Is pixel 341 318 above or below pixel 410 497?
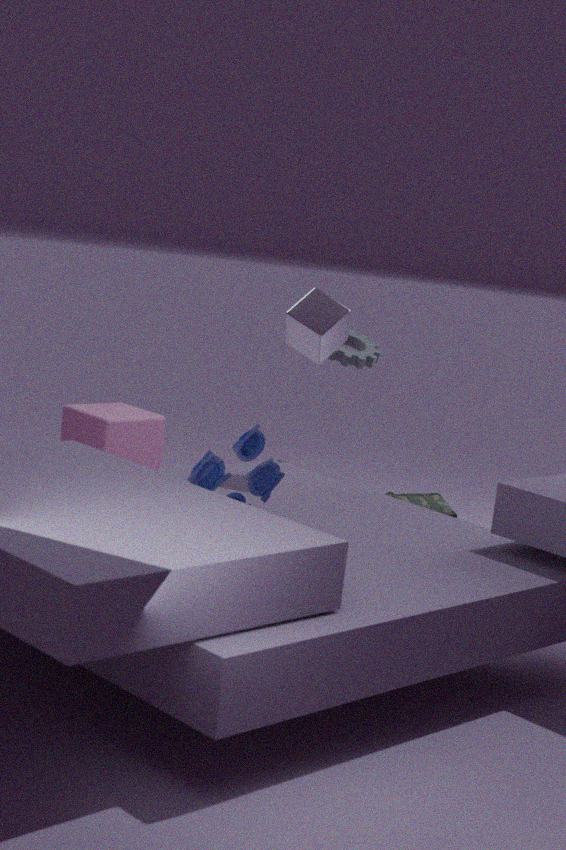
above
